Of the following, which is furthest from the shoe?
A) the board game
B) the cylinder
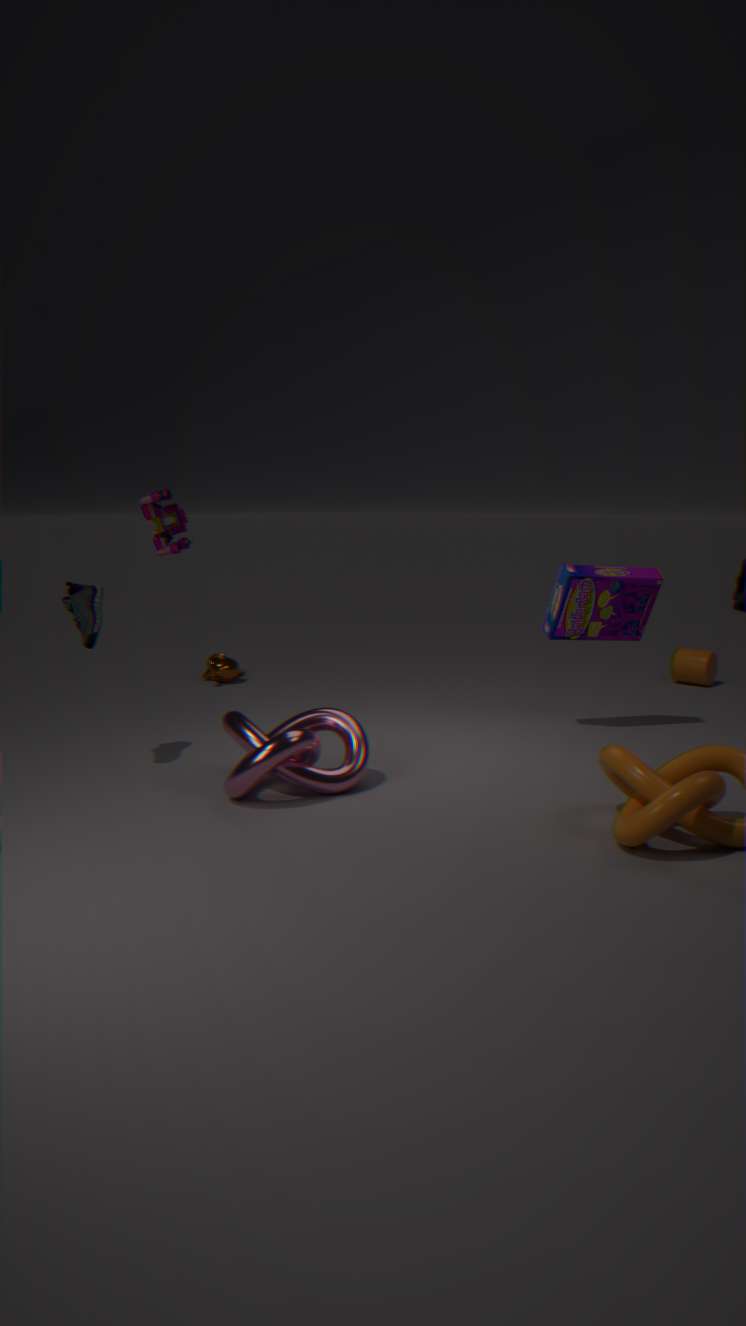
the cylinder
